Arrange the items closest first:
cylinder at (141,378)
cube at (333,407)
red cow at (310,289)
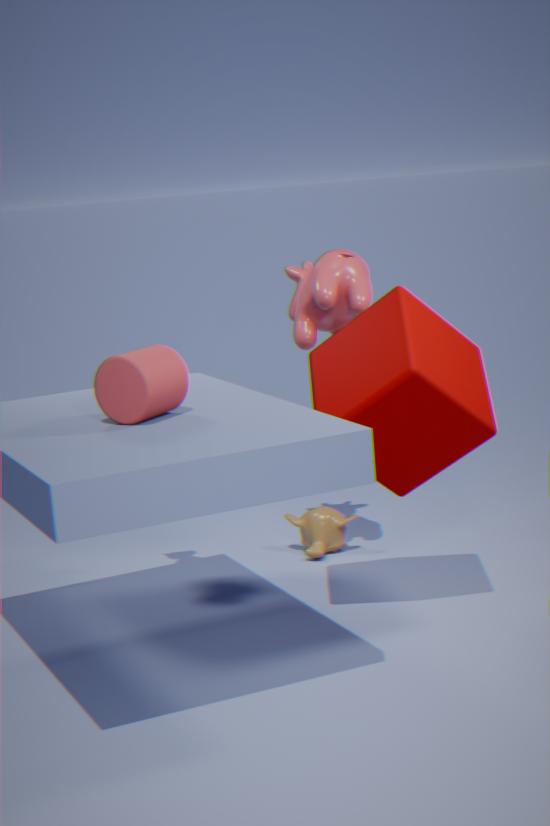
1. cylinder at (141,378)
2. cube at (333,407)
3. red cow at (310,289)
